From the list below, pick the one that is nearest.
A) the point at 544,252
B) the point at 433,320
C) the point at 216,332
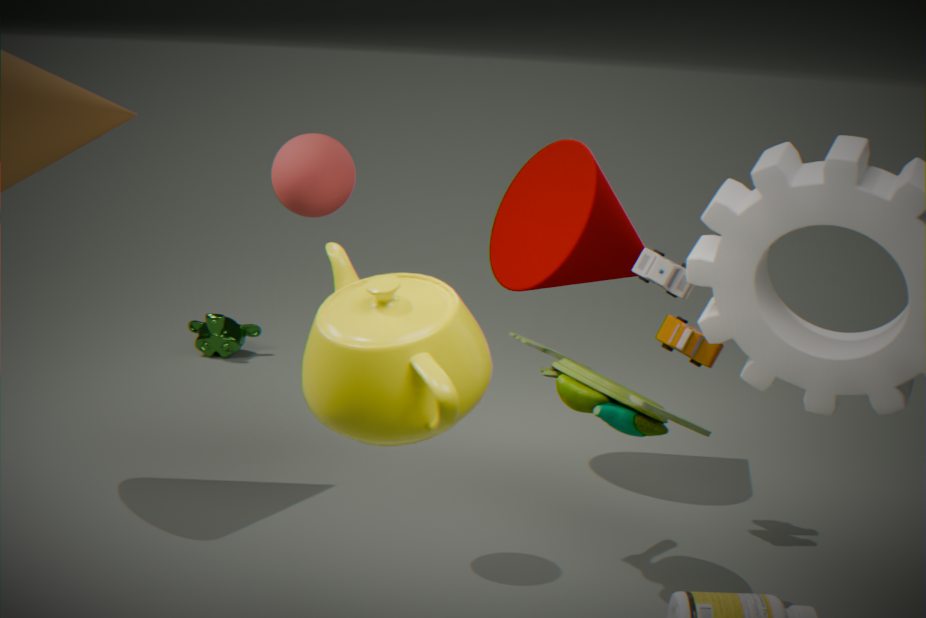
the point at 433,320
